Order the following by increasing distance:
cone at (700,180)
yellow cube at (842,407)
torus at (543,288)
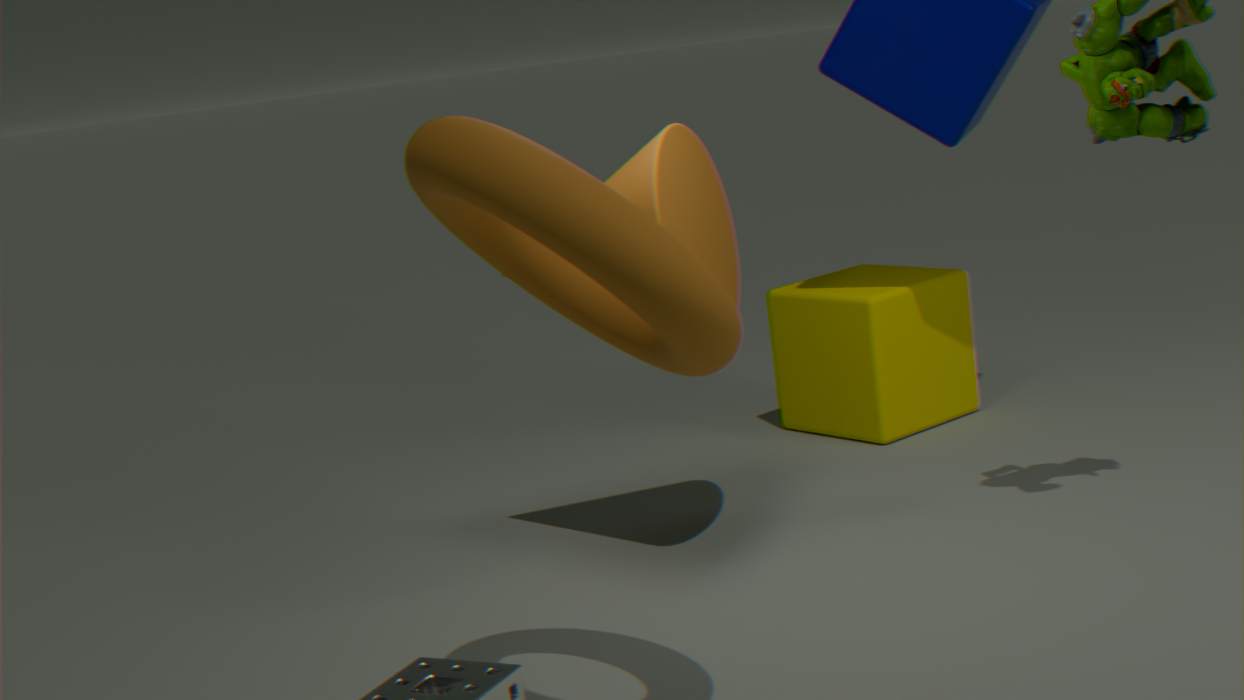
torus at (543,288) → cone at (700,180) → yellow cube at (842,407)
